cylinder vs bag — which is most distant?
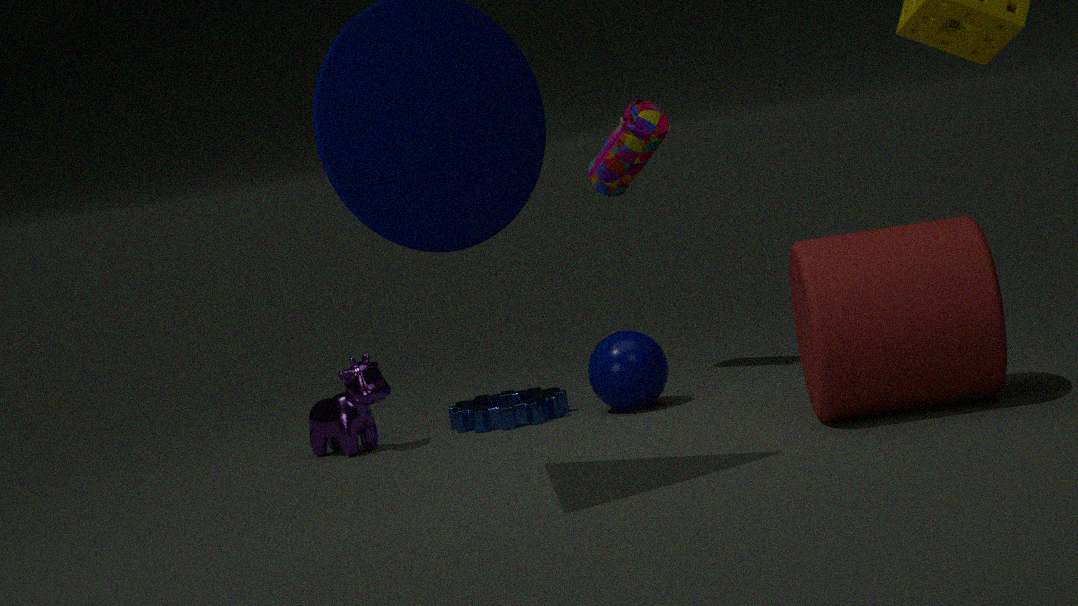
bag
